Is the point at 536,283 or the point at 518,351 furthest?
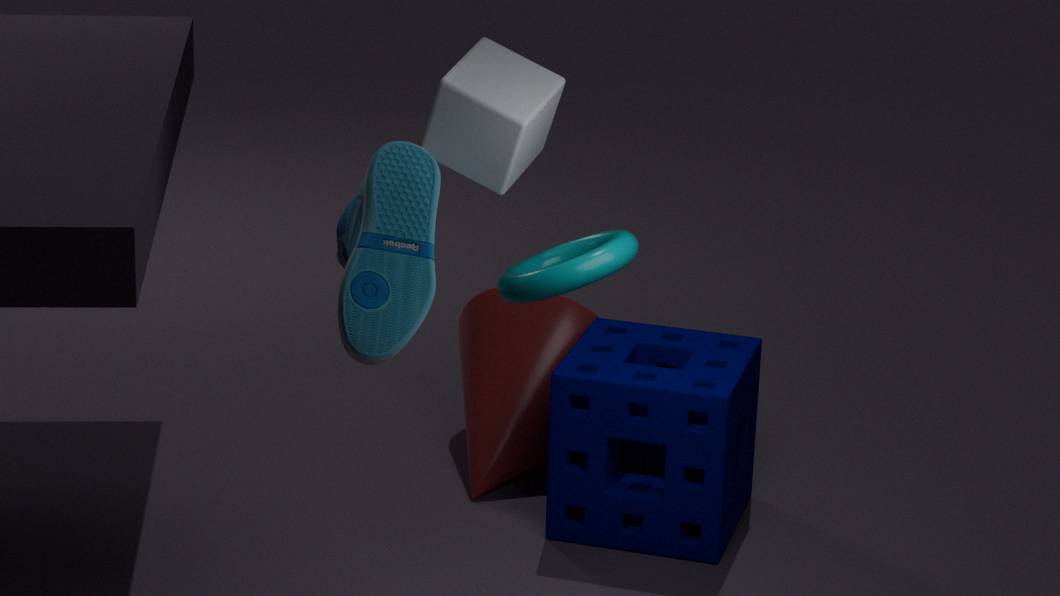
the point at 518,351
